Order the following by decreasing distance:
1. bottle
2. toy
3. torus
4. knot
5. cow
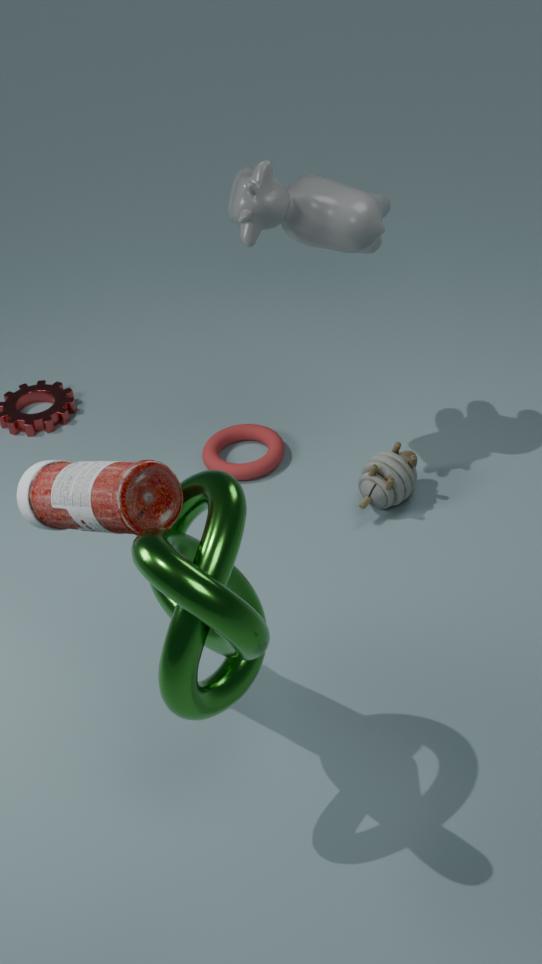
torus, toy, cow, bottle, knot
